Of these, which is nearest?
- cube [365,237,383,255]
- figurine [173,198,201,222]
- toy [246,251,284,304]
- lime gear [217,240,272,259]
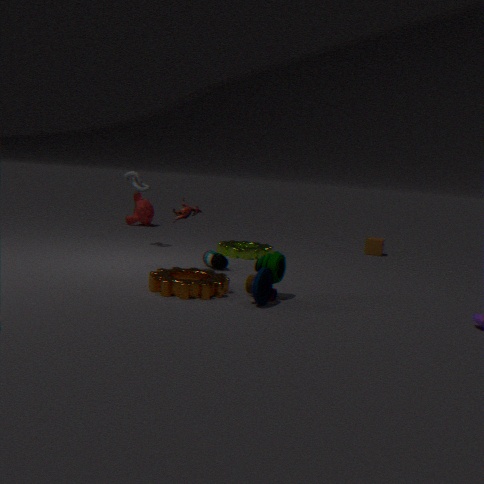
toy [246,251,284,304]
